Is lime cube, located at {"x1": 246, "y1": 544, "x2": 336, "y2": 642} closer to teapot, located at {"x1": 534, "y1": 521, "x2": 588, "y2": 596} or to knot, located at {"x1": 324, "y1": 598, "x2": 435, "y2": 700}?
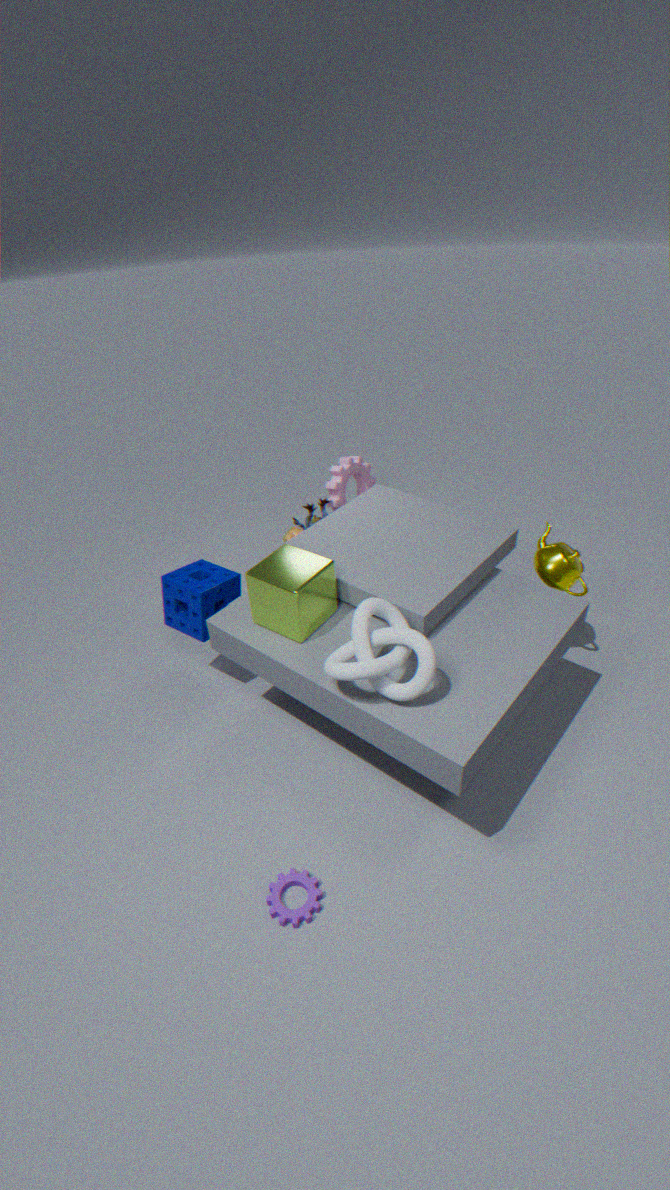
knot, located at {"x1": 324, "y1": 598, "x2": 435, "y2": 700}
